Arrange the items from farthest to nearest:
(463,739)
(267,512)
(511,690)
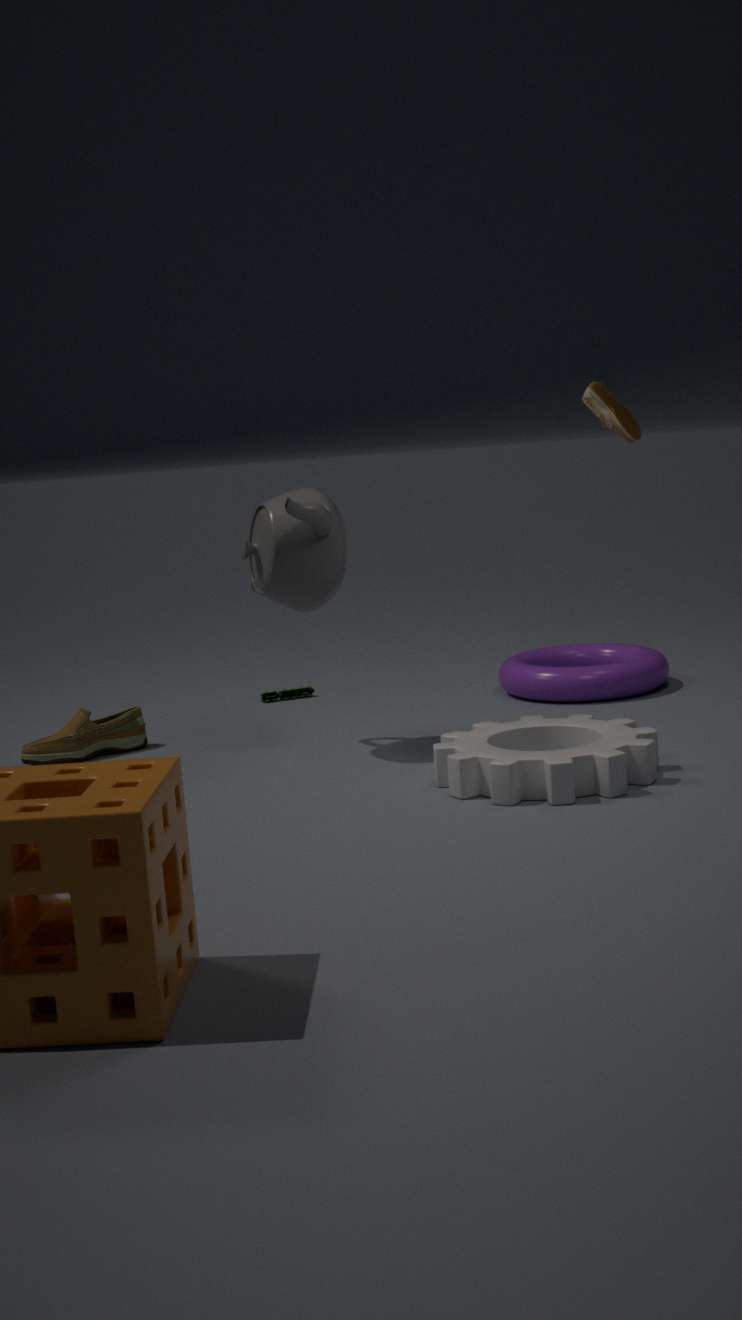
1. (511,690)
2. (267,512)
3. (463,739)
